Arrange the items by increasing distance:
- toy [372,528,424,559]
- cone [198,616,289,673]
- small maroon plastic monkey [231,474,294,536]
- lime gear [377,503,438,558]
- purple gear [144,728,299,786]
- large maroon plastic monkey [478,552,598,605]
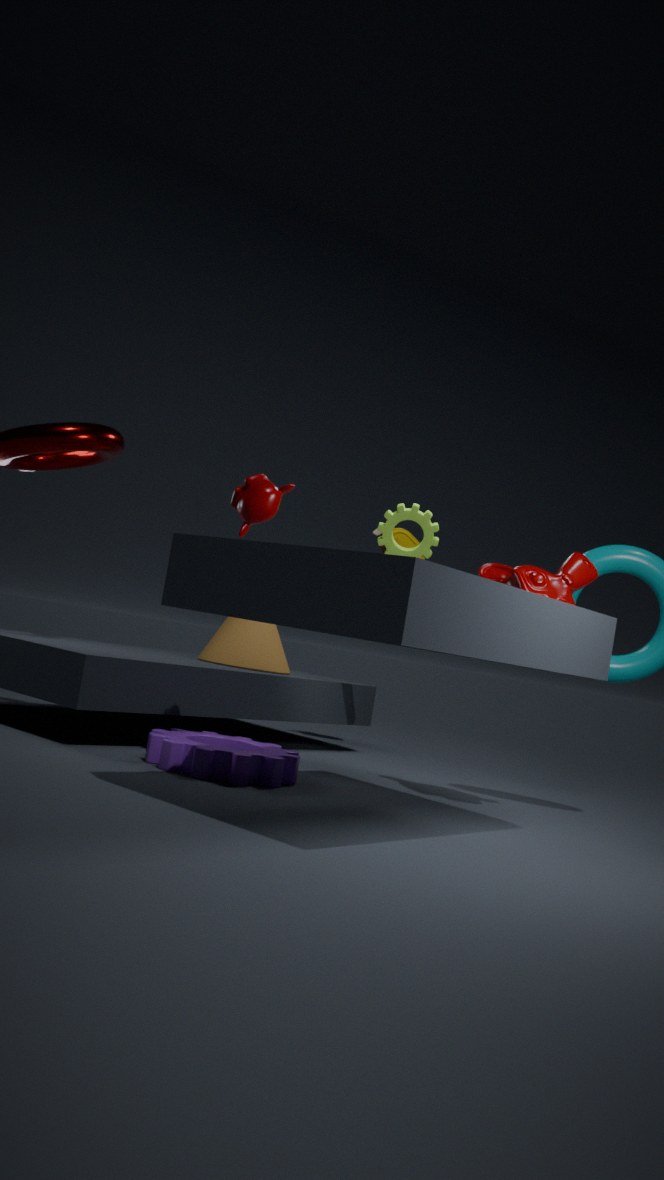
1. purple gear [144,728,299,786]
2. small maroon plastic monkey [231,474,294,536]
3. large maroon plastic monkey [478,552,598,605]
4. lime gear [377,503,438,558]
5. cone [198,616,289,673]
6. toy [372,528,424,559]
